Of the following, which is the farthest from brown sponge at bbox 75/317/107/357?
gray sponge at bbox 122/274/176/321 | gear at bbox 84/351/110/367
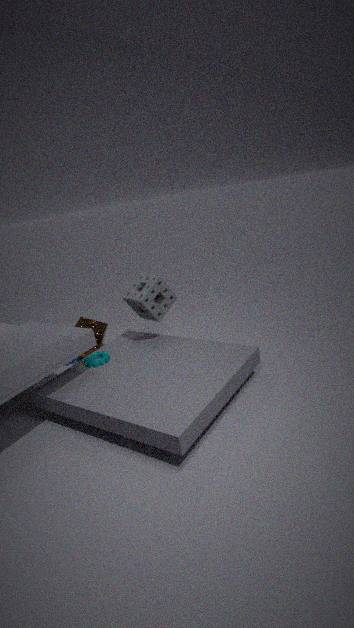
gray sponge at bbox 122/274/176/321
